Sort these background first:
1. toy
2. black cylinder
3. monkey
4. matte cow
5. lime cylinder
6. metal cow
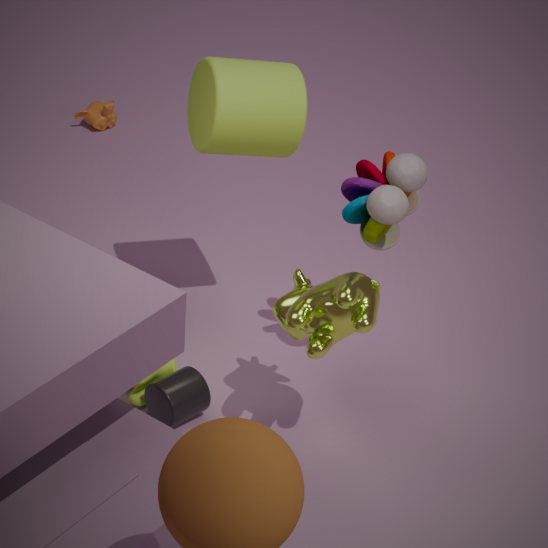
monkey
matte cow
lime cylinder
black cylinder
toy
metal cow
